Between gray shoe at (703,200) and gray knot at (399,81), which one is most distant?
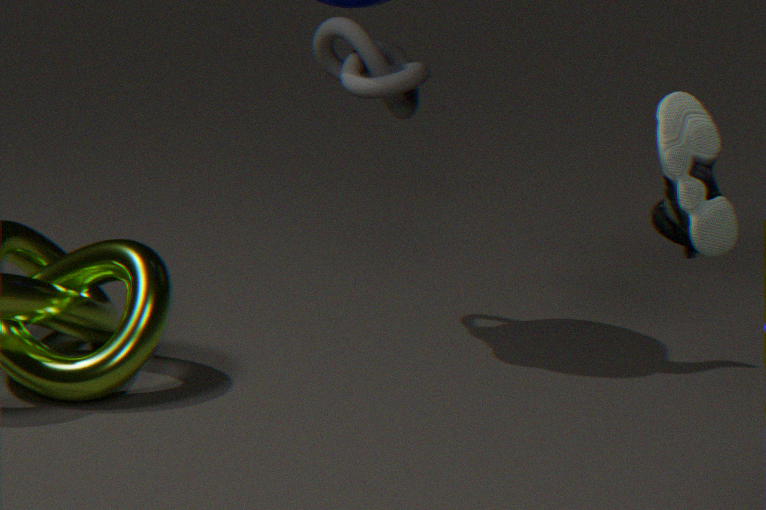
gray knot at (399,81)
